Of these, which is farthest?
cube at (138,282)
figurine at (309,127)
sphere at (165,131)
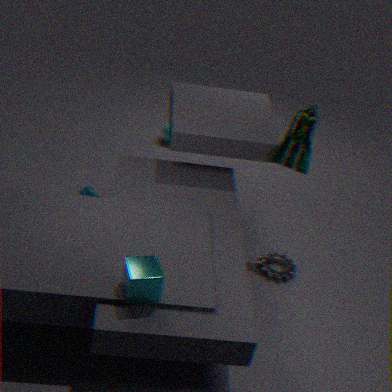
sphere at (165,131)
